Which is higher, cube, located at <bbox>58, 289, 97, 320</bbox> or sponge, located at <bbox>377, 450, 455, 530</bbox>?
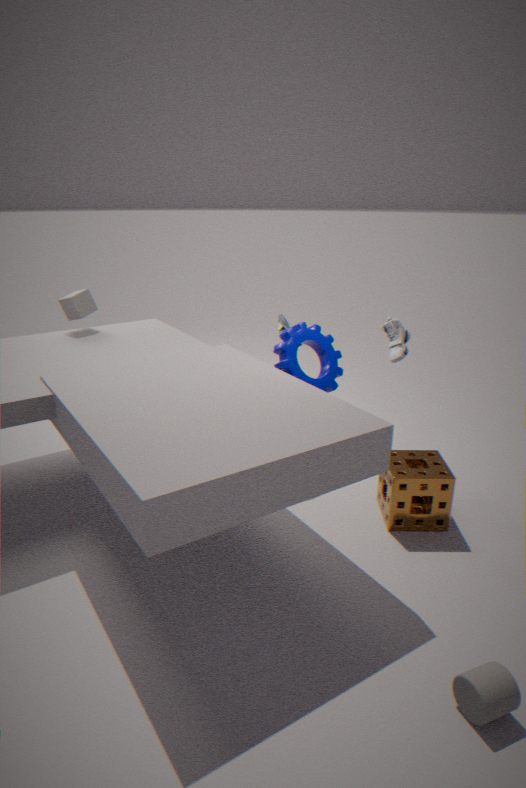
cube, located at <bbox>58, 289, 97, 320</bbox>
